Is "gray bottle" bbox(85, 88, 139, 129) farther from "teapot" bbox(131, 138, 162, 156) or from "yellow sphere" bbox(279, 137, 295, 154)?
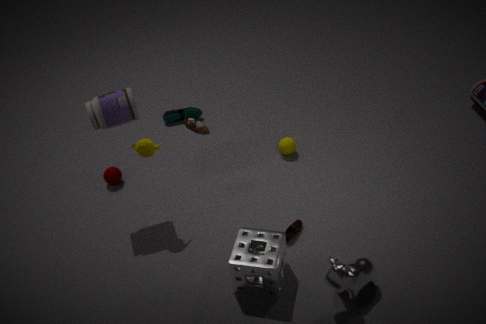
"yellow sphere" bbox(279, 137, 295, 154)
